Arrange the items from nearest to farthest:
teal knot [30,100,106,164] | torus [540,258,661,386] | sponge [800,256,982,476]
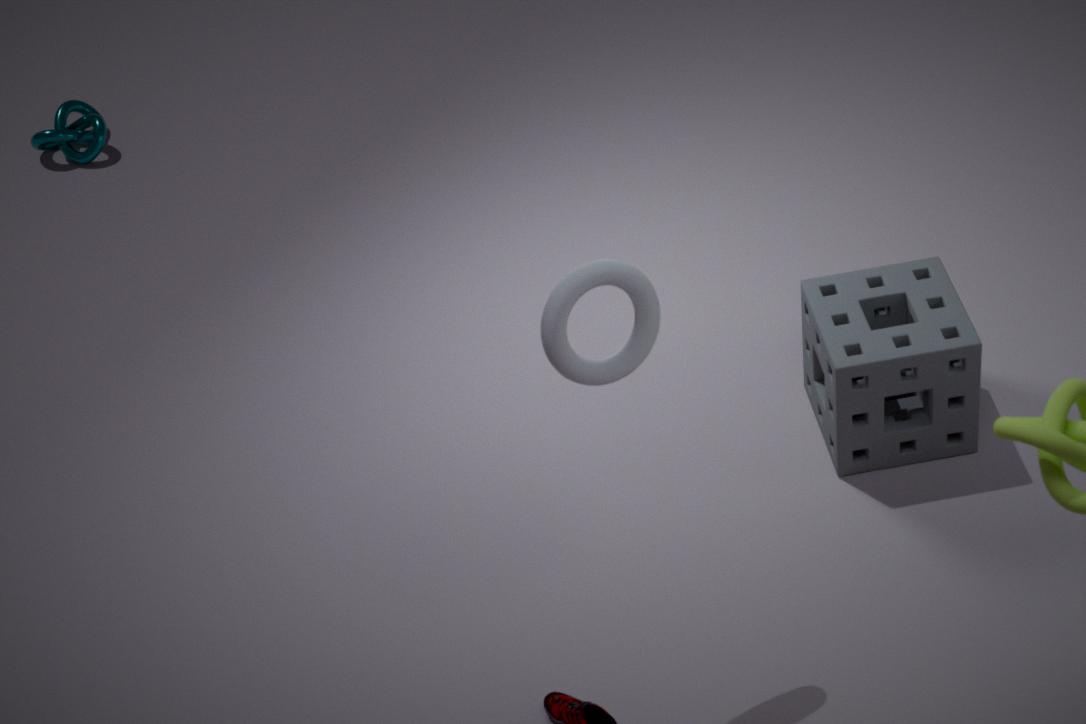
torus [540,258,661,386] → sponge [800,256,982,476] → teal knot [30,100,106,164]
